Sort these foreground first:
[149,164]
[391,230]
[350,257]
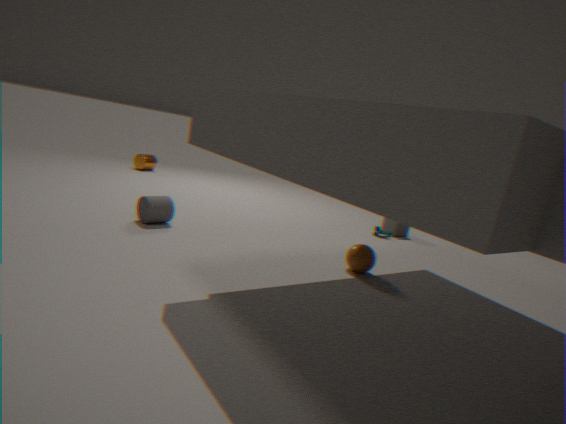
[350,257], [391,230], [149,164]
